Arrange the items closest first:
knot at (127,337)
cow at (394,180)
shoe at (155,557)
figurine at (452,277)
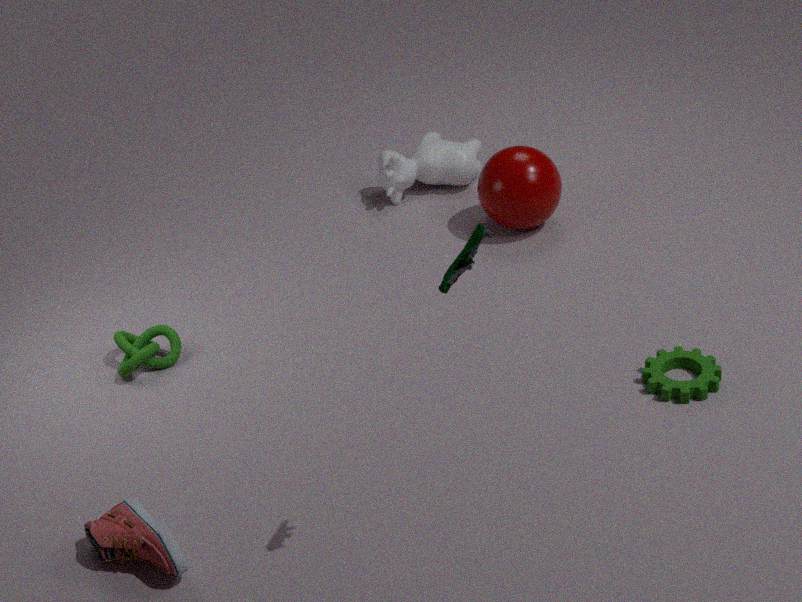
figurine at (452,277) < shoe at (155,557) < knot at (127,337) < cow at (394,180)
